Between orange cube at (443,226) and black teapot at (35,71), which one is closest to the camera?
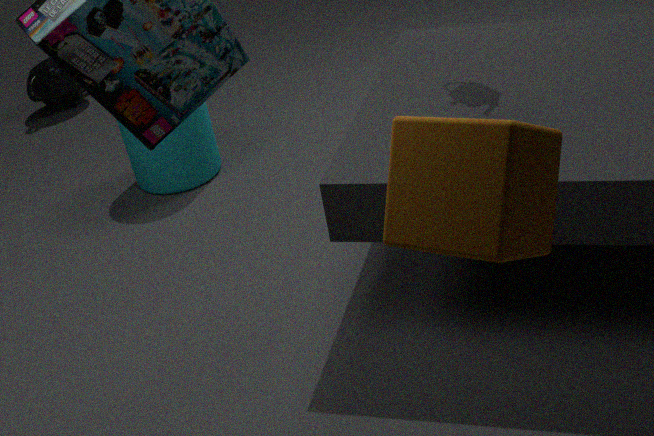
orange cube at (443,226)
